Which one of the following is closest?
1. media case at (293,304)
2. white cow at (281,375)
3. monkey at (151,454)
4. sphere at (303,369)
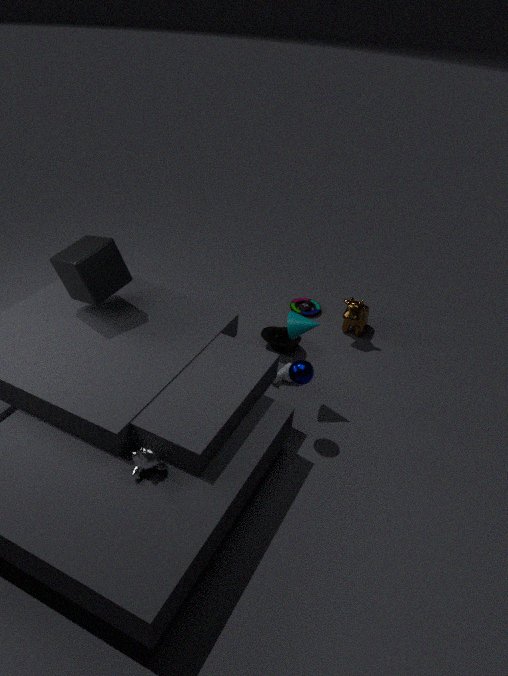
monkey at (151,454)
